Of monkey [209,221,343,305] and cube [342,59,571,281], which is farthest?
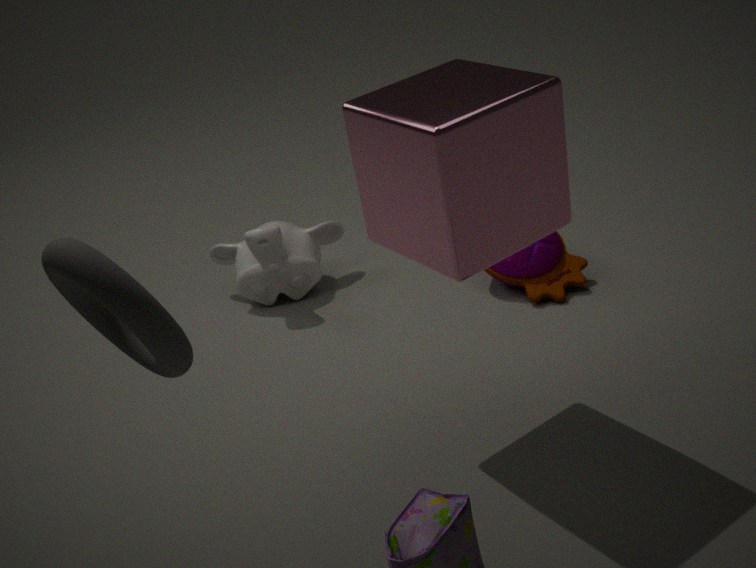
monkey [209,221,343,305]
